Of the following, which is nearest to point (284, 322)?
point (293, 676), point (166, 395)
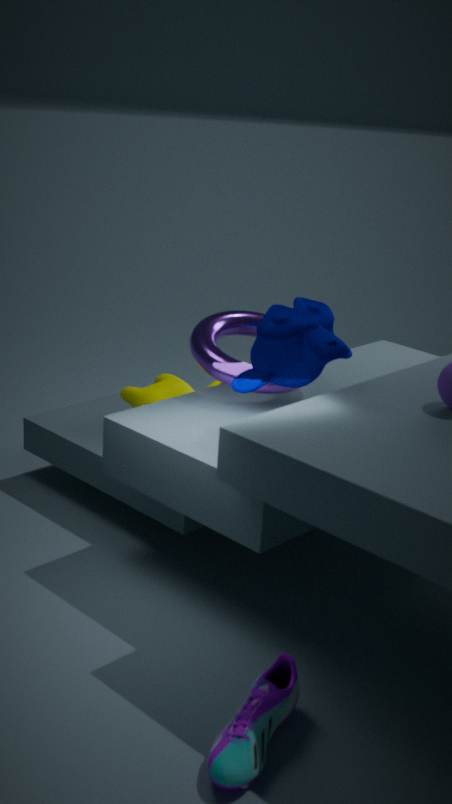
point (166, 395)
